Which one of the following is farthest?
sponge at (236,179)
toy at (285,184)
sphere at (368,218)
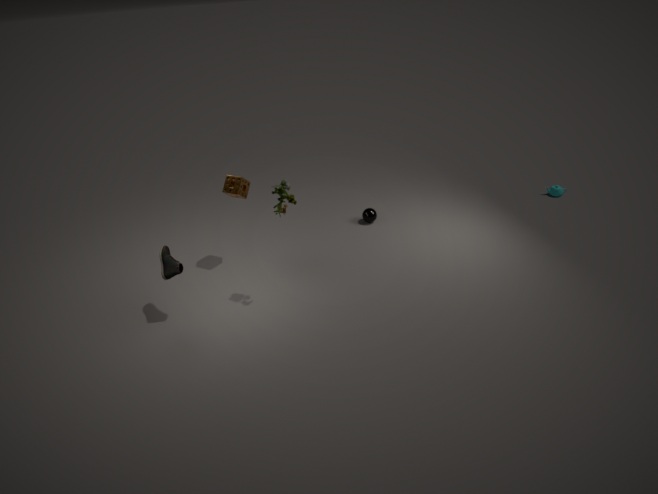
sphere at (368,218)
